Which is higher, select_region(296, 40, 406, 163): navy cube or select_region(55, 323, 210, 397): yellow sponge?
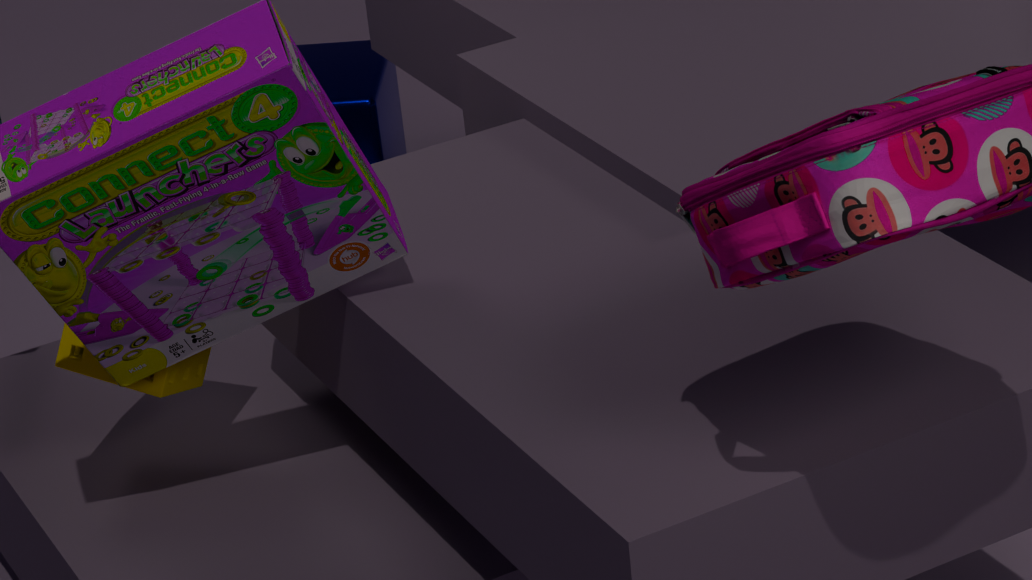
select_region(55, 323, 210, 397): yellow sponge
